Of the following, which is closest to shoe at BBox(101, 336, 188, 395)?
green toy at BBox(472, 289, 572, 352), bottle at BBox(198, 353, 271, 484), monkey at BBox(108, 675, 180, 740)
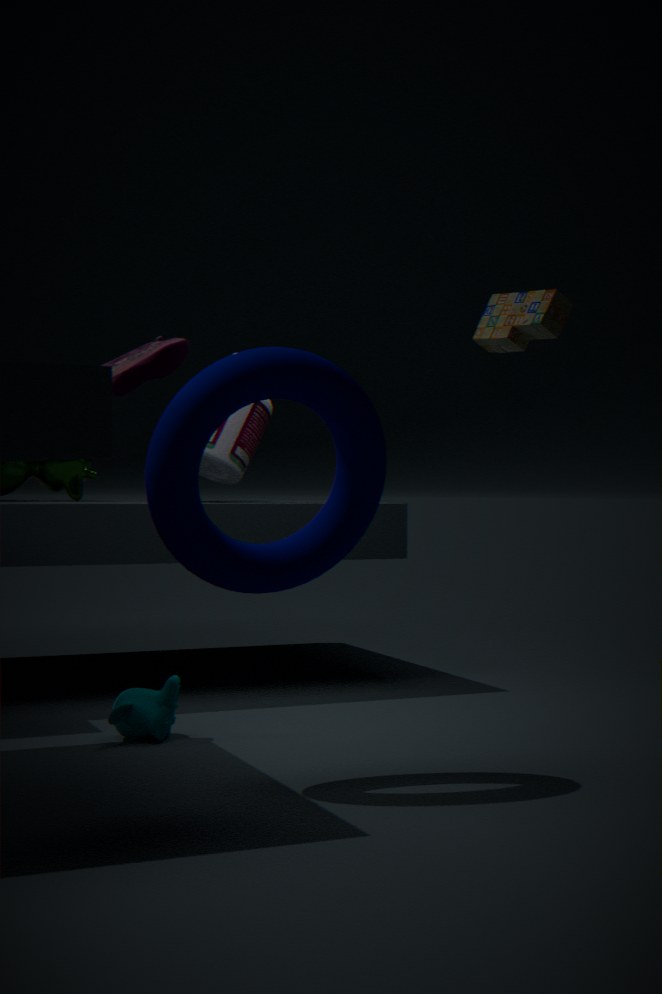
bottle at BBox(198, 353, 271, 484)
